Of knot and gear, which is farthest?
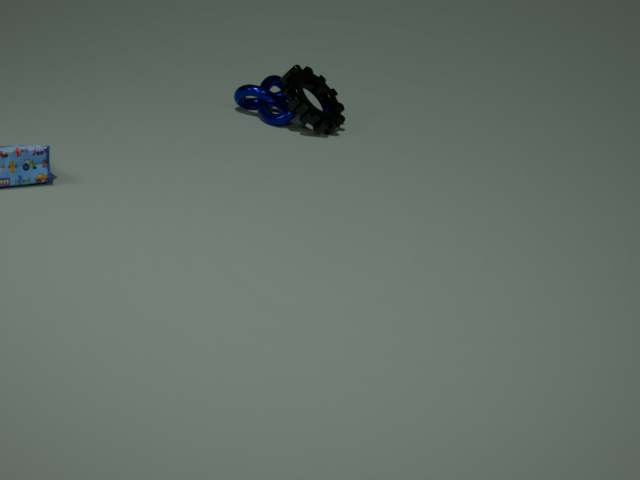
knot
